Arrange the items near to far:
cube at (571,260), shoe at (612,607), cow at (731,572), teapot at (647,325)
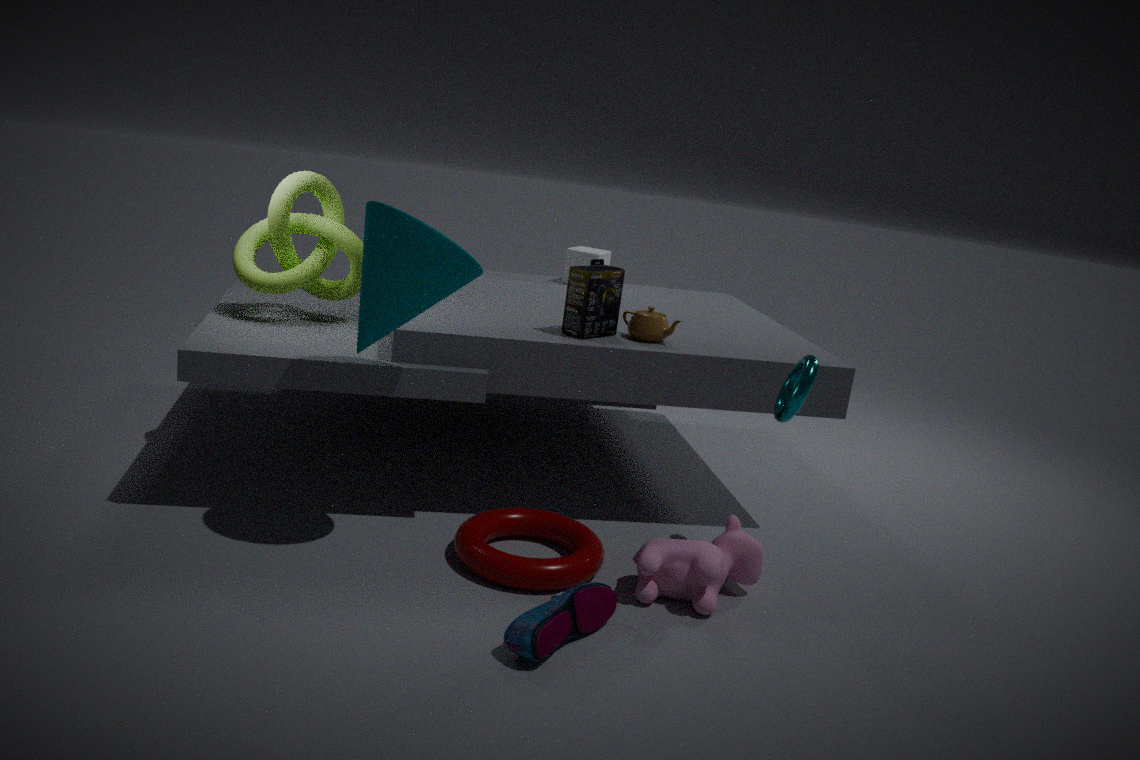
shoe at (612,607) → cow at (731,572) → teapot at (647,325) → cube at (571,260)
